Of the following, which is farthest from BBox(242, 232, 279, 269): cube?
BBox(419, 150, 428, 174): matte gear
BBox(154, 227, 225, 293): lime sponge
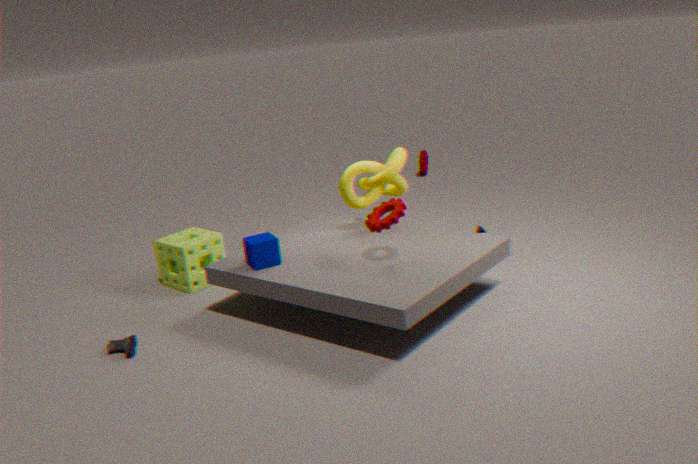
BBox(419, 150, 428, 174): matte gear
